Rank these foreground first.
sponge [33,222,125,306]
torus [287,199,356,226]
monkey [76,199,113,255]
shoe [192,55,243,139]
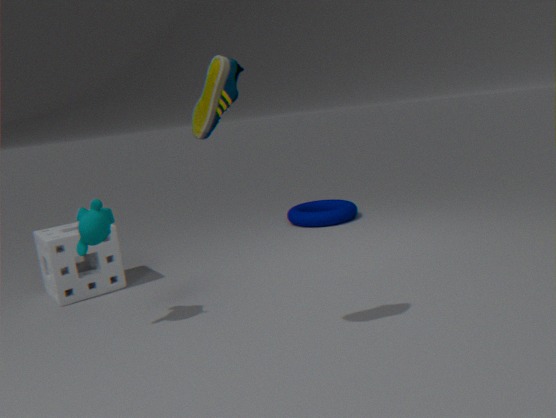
shoe [192,55,243,139] < monkey [76,199,113,255] < sponge [33,222,125,306] < torus [287,199,356,226]
